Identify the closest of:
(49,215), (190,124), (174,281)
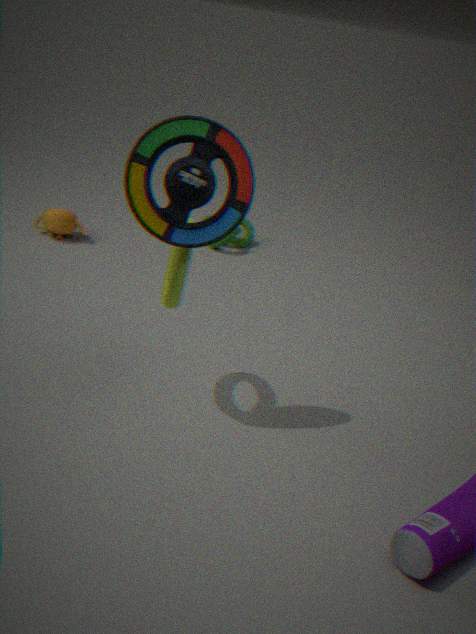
(190,124)
